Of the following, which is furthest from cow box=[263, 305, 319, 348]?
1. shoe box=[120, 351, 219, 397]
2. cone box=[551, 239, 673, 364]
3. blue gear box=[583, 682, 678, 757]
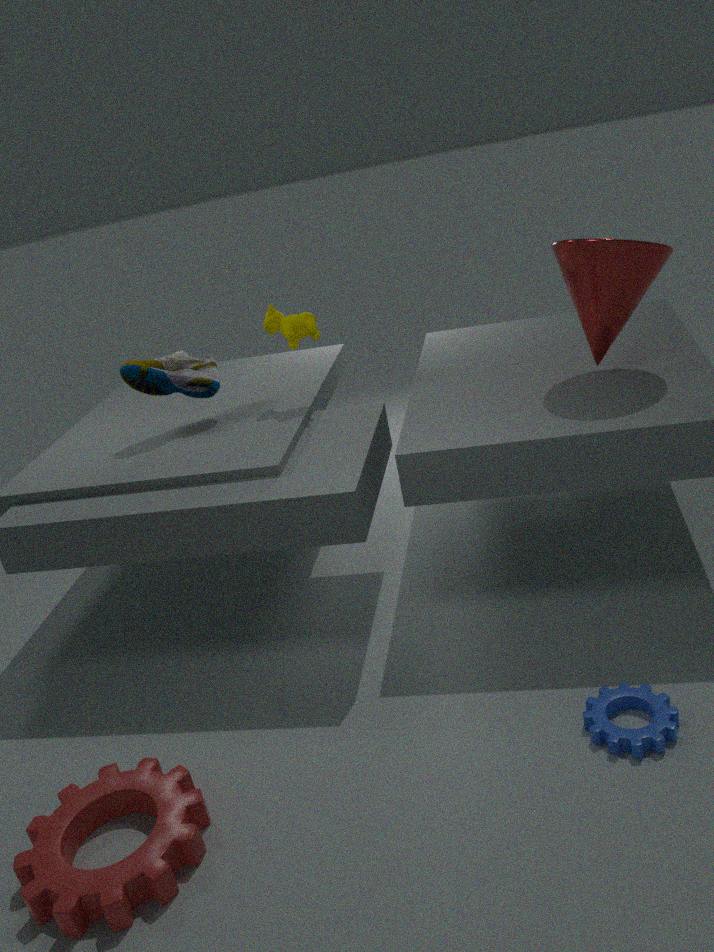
blue gear box=[583, 682, 678, 757]
